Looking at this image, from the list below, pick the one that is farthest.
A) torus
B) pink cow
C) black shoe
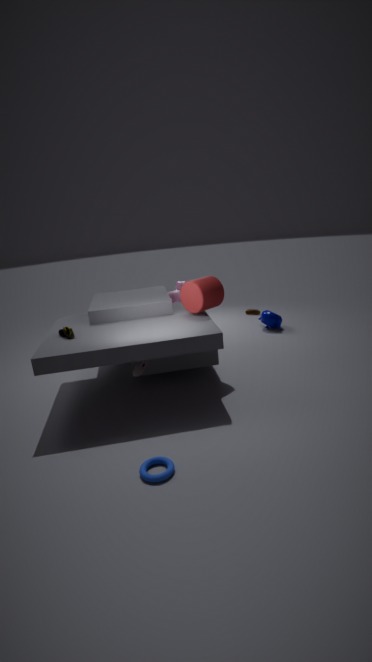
B. pink cow
